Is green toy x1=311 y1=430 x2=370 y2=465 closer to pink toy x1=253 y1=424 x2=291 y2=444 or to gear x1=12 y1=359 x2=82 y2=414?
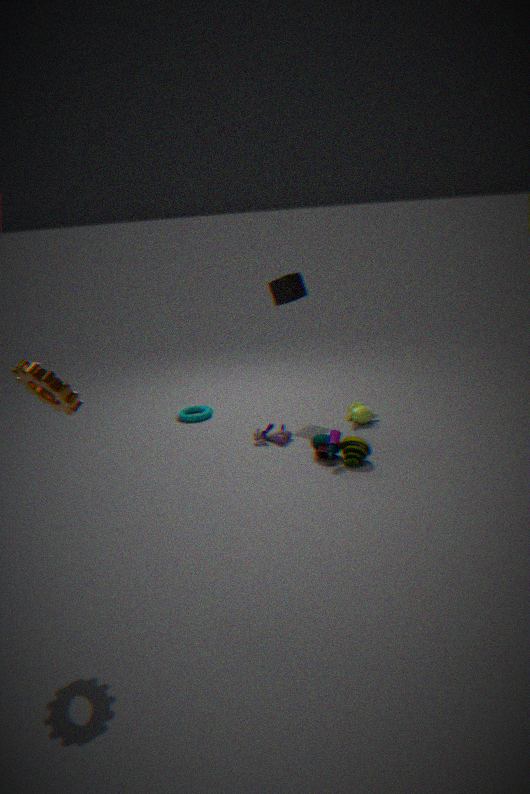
pink toy x1=253 y1=424 x2=291 y2=444
